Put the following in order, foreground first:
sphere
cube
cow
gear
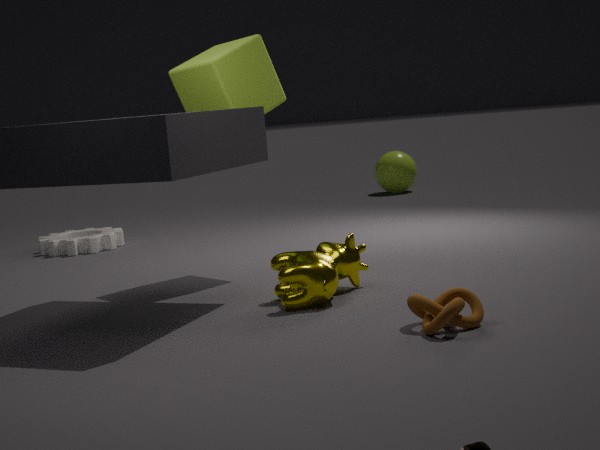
1. cow
2. cube
3. gear
4. sphere
